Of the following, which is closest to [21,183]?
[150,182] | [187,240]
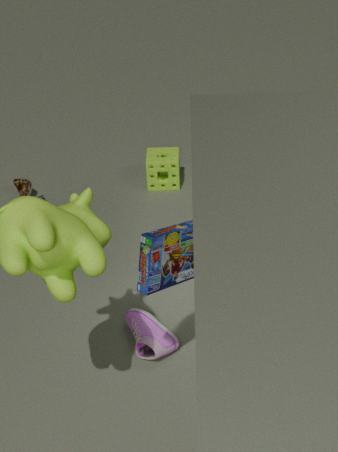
[150,182]
